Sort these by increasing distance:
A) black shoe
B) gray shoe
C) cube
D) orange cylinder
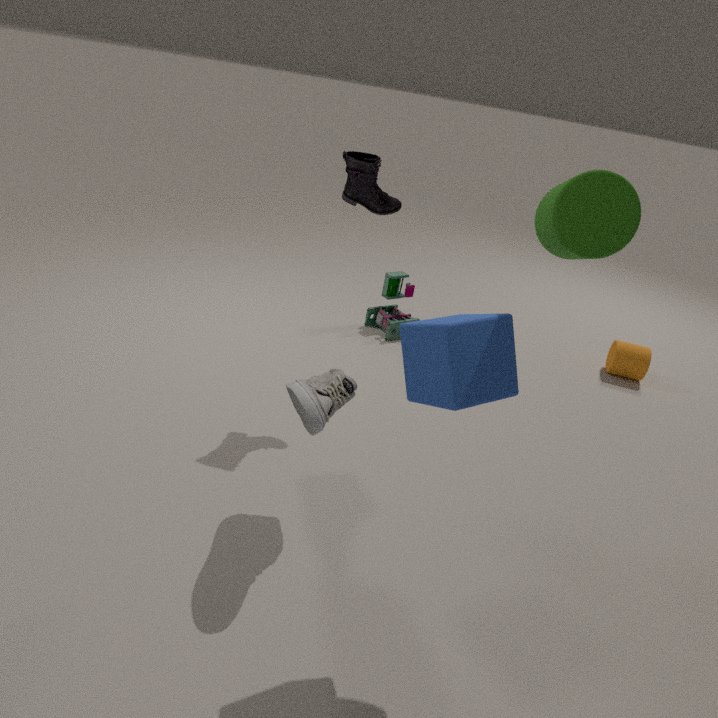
cube < gray shoe < black shoe < orange cylinder
